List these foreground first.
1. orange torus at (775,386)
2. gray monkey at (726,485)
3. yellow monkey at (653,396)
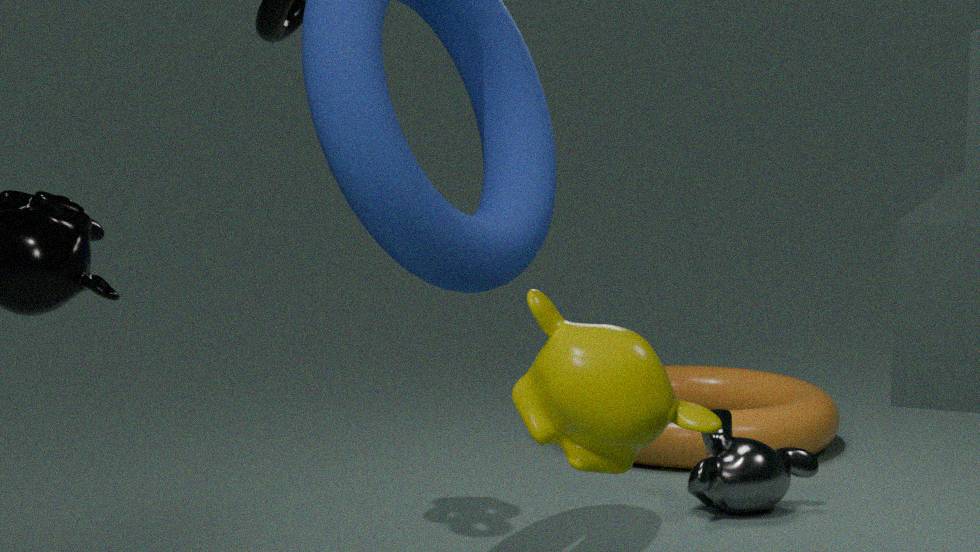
yellow monkey at (653,396) → gray monkey at (726,485) → orange torus at (775,386)
